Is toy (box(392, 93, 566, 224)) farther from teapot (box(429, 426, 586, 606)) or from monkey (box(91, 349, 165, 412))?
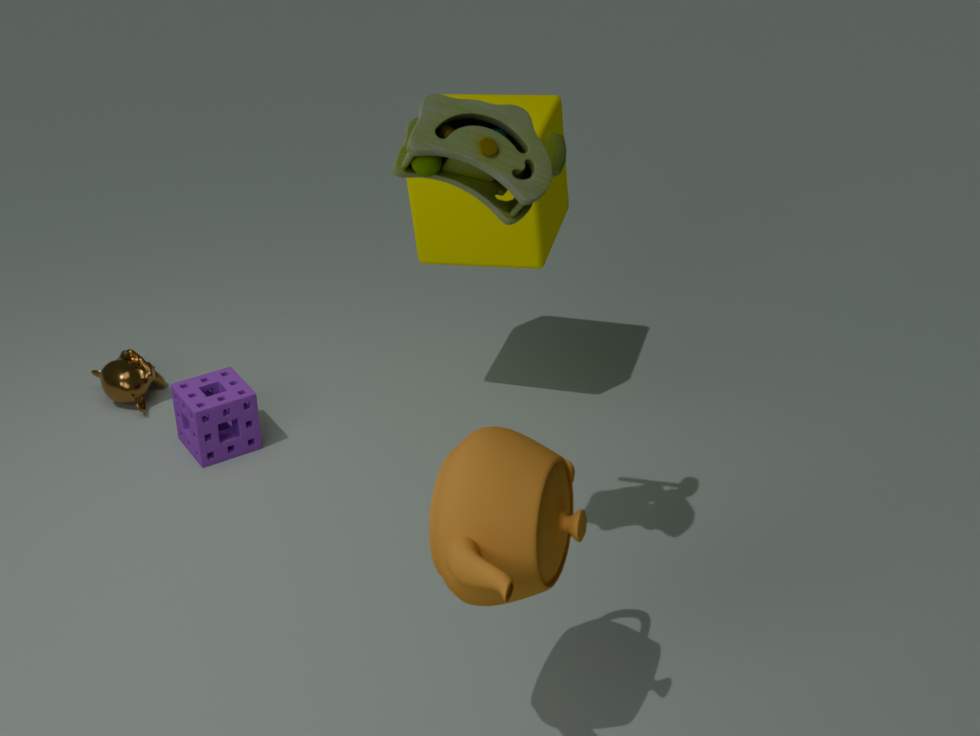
monkey (box(91, 349, 165, 412))
